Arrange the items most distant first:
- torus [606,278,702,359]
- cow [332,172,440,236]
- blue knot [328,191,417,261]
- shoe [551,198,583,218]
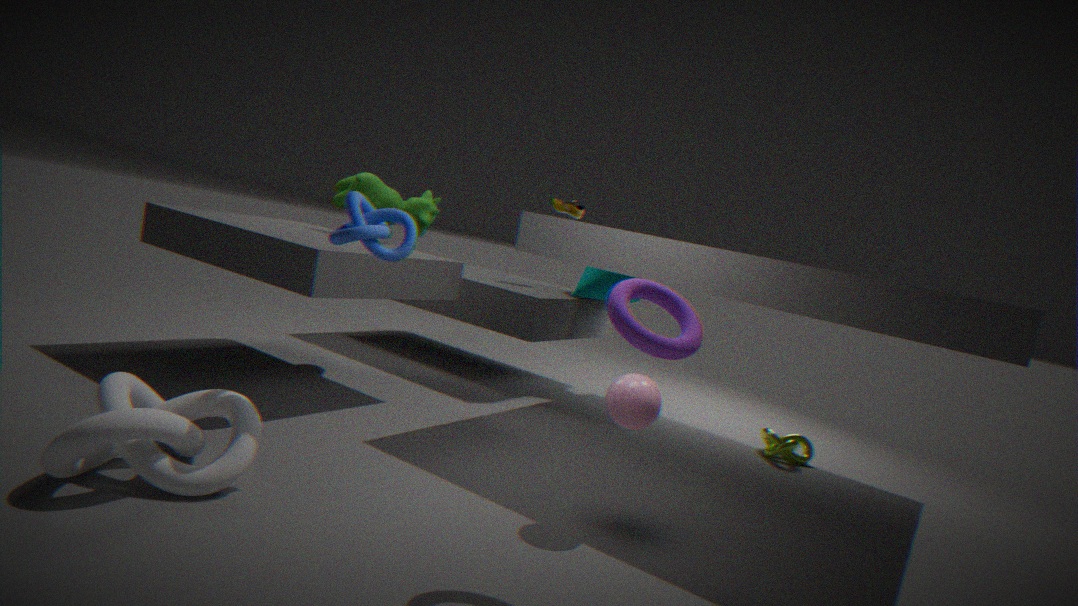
shoe [551,198,583,218] < cow [332,172,440,236] < blue knot [328,191,417,261] < torus [606,278,702,359]
